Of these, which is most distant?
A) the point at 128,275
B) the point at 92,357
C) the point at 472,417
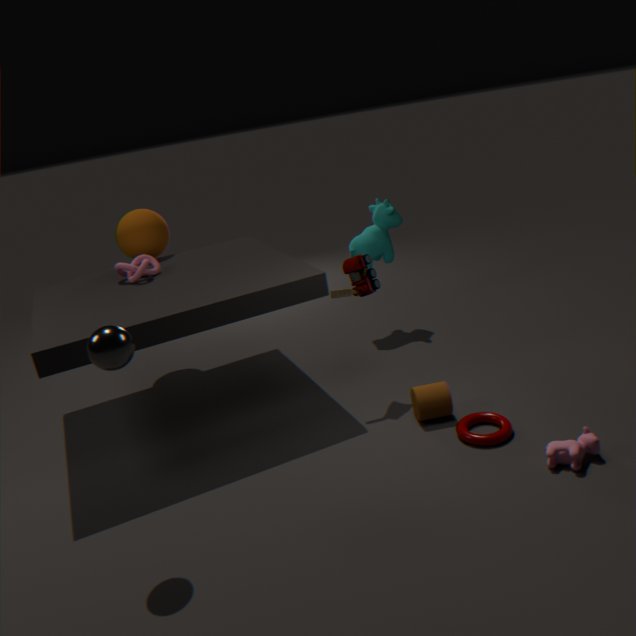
the point at 128,275
